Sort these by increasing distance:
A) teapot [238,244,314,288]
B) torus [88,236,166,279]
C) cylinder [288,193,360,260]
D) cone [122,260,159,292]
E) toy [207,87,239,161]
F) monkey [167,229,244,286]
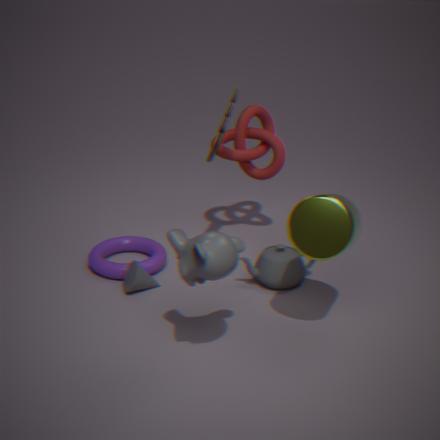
1. monkey [167,229,244,286]
2. cylinder [288,193,360,260]
3. toy [207,87,239,161]
4. cone [122,260,159,292]
5. teapot [238,244,314,288]
6. torus [88,236,166,279]
